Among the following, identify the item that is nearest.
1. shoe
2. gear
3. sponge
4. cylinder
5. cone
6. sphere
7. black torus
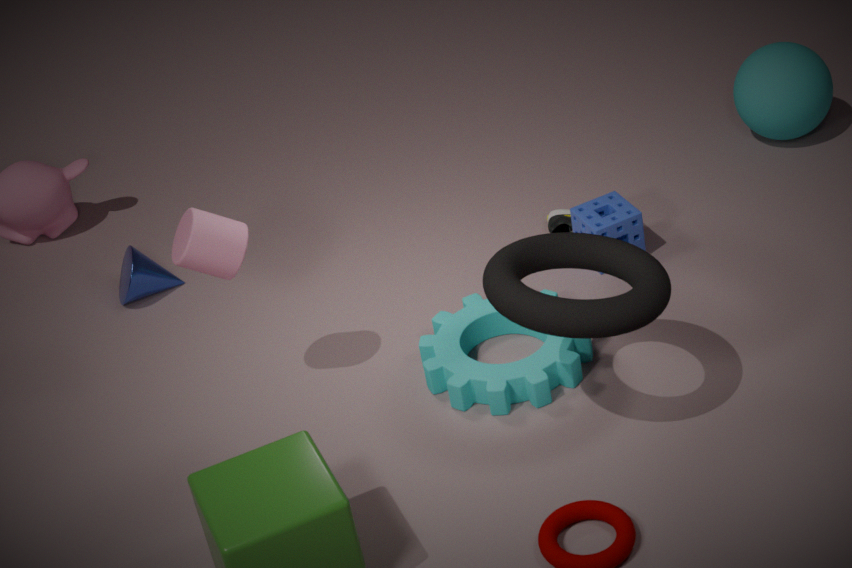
black torus
